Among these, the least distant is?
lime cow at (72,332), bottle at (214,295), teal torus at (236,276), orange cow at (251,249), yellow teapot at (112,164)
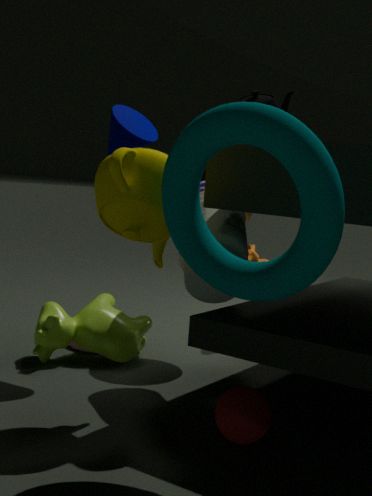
teal torus at (236,276)
